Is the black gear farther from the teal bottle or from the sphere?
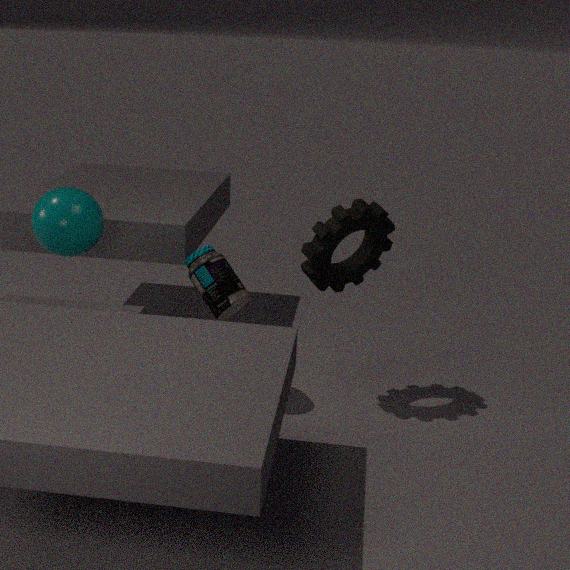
the sphere
